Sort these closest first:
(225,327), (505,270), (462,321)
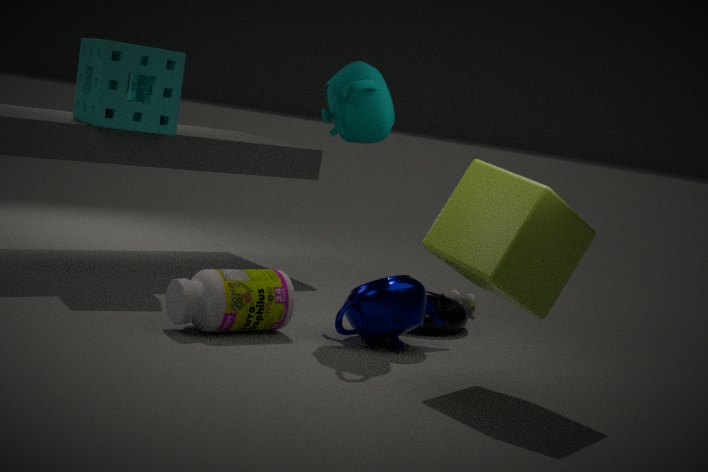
(505,270)
(225,327)
(462,321)
